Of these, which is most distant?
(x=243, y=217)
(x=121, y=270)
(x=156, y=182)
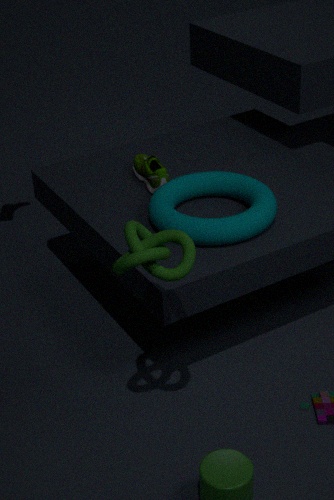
(x=156, y=182)
